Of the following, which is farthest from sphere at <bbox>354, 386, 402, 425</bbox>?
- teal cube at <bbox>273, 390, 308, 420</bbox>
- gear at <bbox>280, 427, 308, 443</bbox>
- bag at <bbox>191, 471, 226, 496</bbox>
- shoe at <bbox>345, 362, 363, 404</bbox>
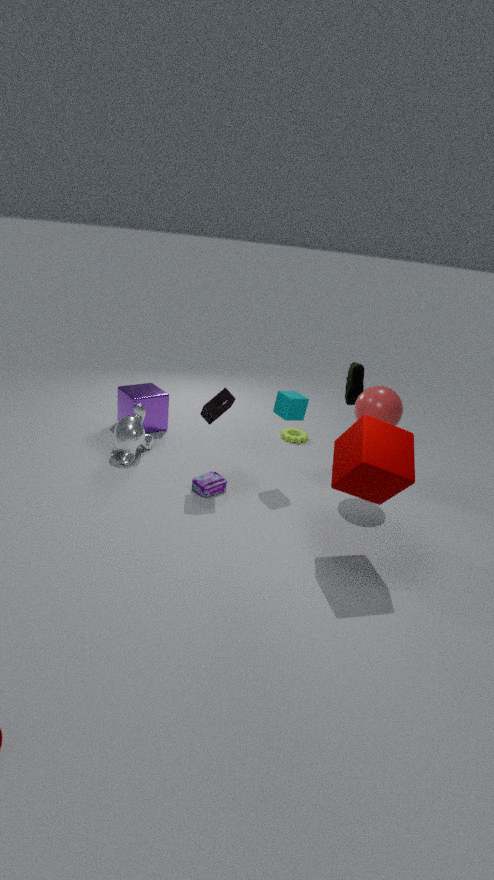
bag at <bbox>191, 471, 226, 496</bbox>
